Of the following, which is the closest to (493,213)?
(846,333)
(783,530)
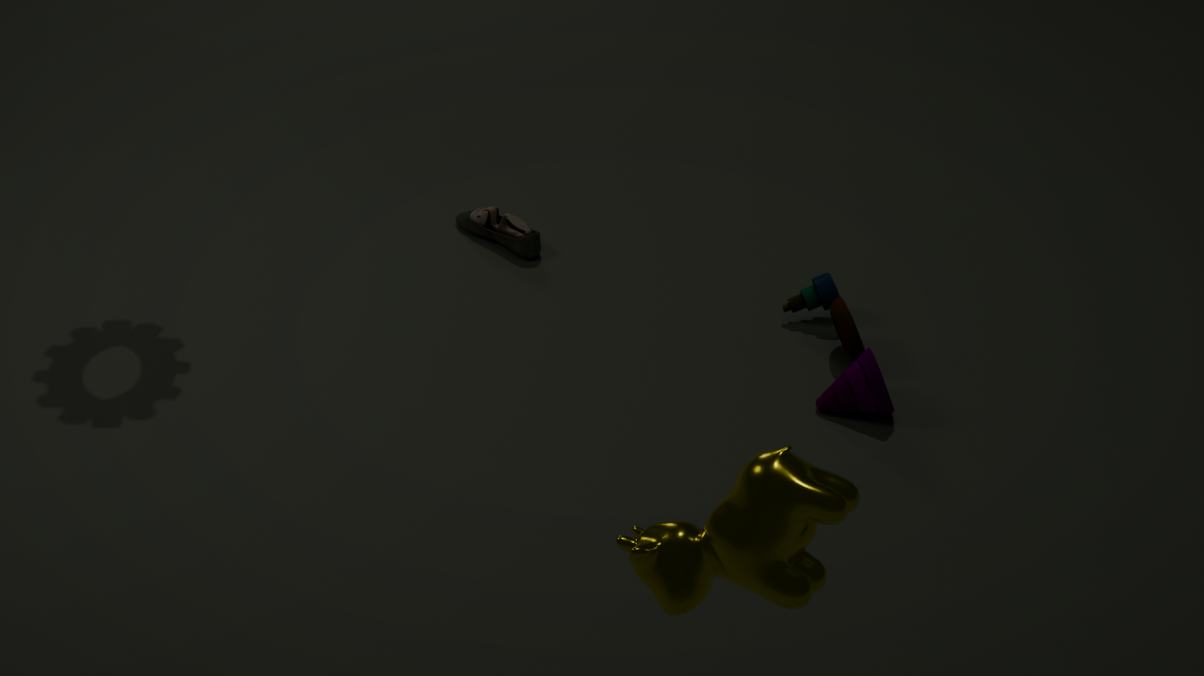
(846,333)
